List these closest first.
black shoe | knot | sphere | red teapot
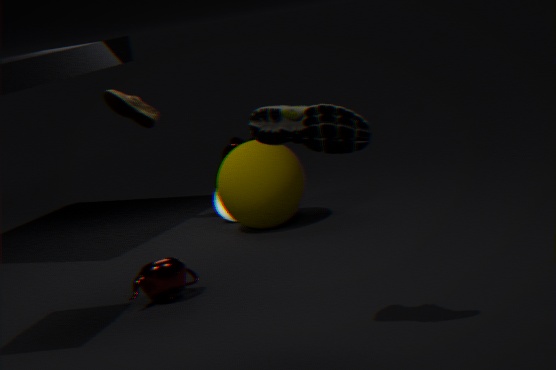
black shoe, red teapot, sphere, knot
